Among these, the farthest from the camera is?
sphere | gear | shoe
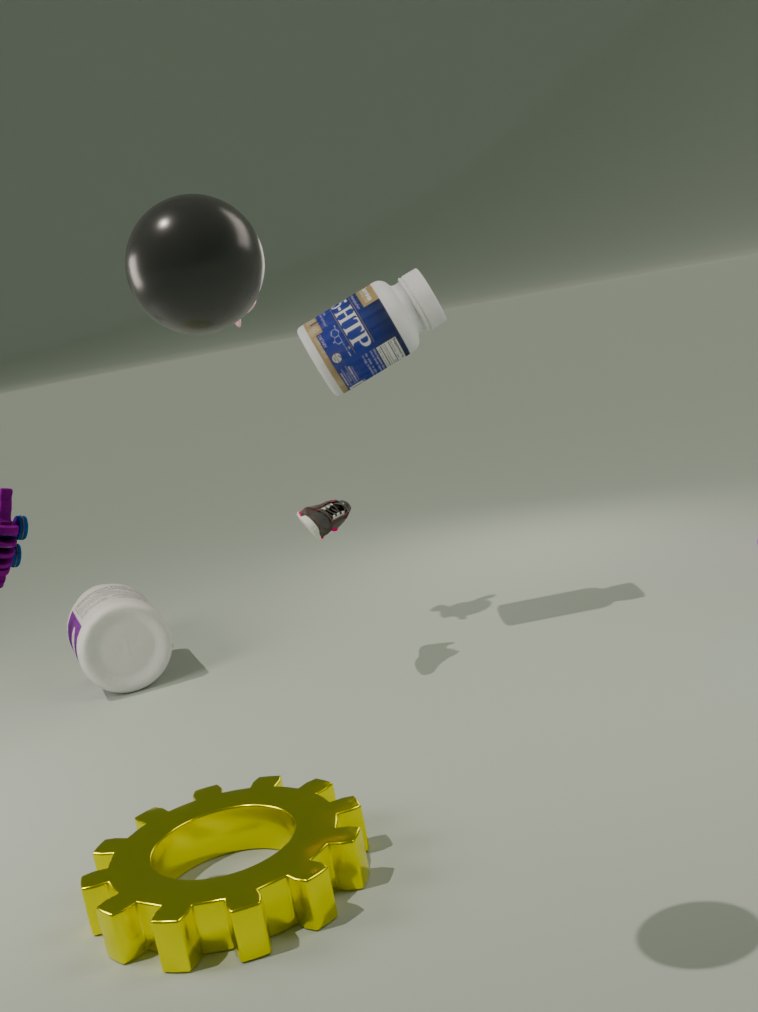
shoe
